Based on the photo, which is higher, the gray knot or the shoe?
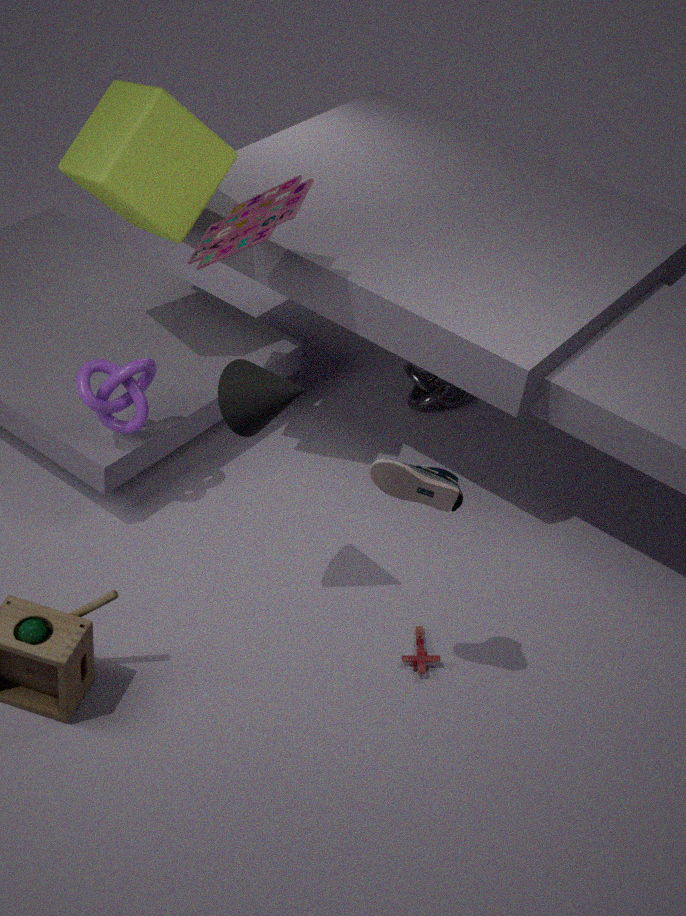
the shoe
